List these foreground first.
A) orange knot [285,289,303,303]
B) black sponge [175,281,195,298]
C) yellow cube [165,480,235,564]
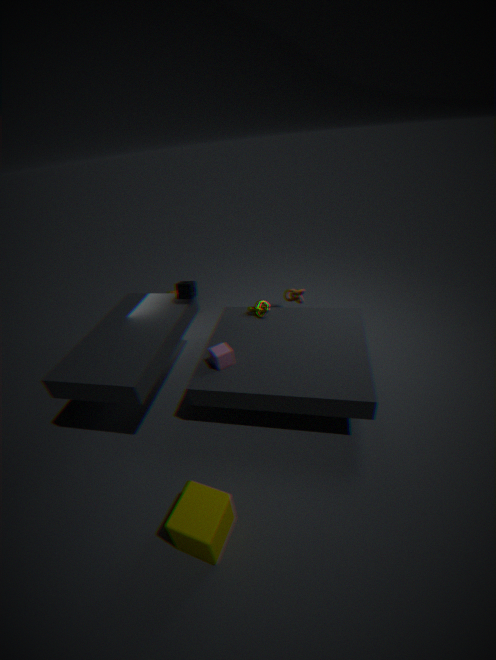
yellow cube [165,480,235,564] → black sponge [175,281,195,298] → orange knot [285,289,303,303]
